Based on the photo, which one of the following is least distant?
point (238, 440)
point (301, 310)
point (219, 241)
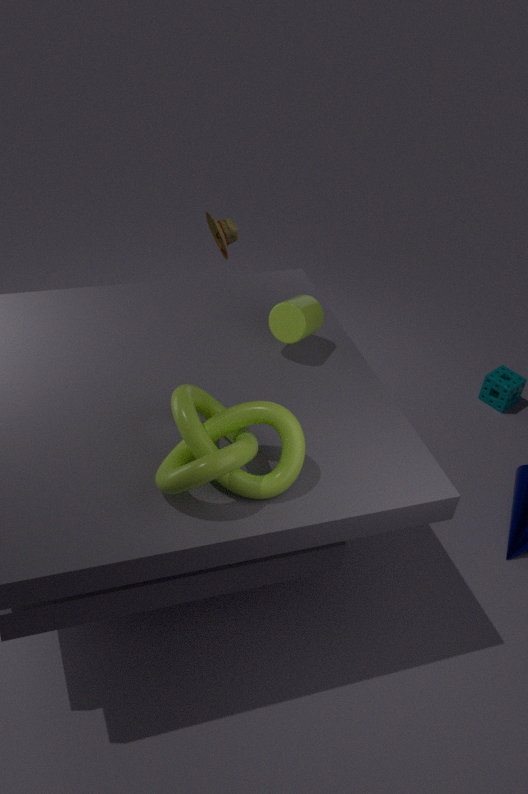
point (238, 440)
